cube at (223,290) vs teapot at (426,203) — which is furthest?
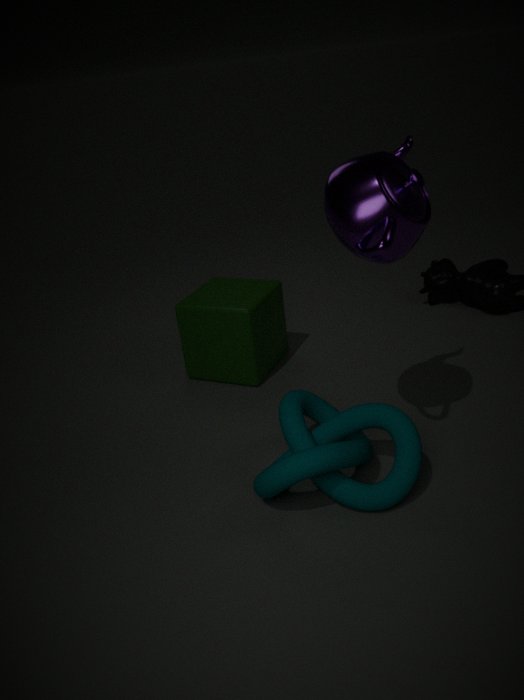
cube at (223,290)
